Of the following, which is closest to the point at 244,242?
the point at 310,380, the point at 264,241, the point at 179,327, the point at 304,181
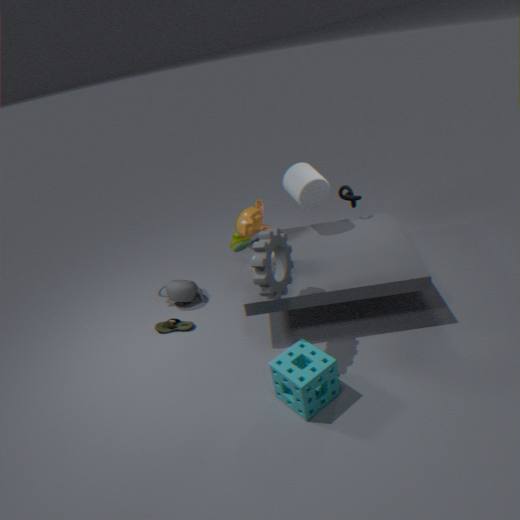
the point at 264,241
